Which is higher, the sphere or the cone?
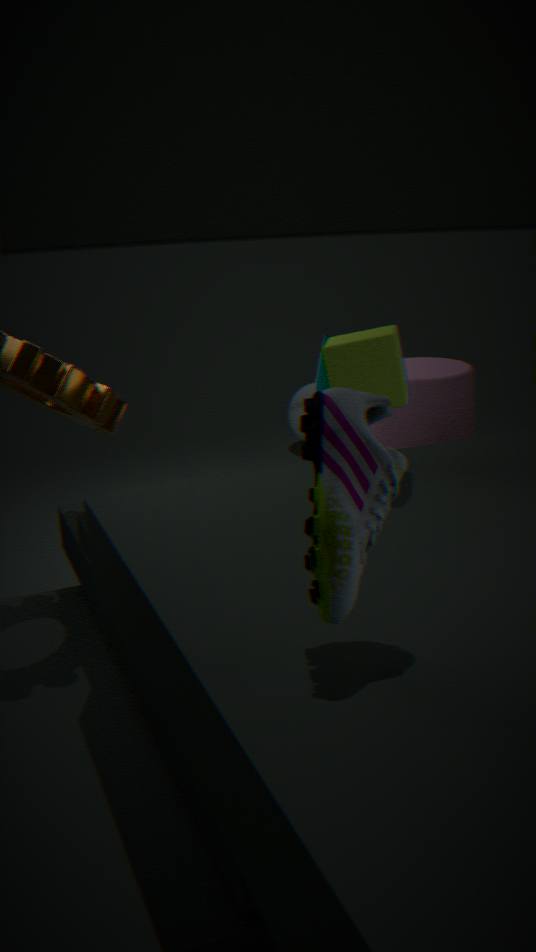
the cone
